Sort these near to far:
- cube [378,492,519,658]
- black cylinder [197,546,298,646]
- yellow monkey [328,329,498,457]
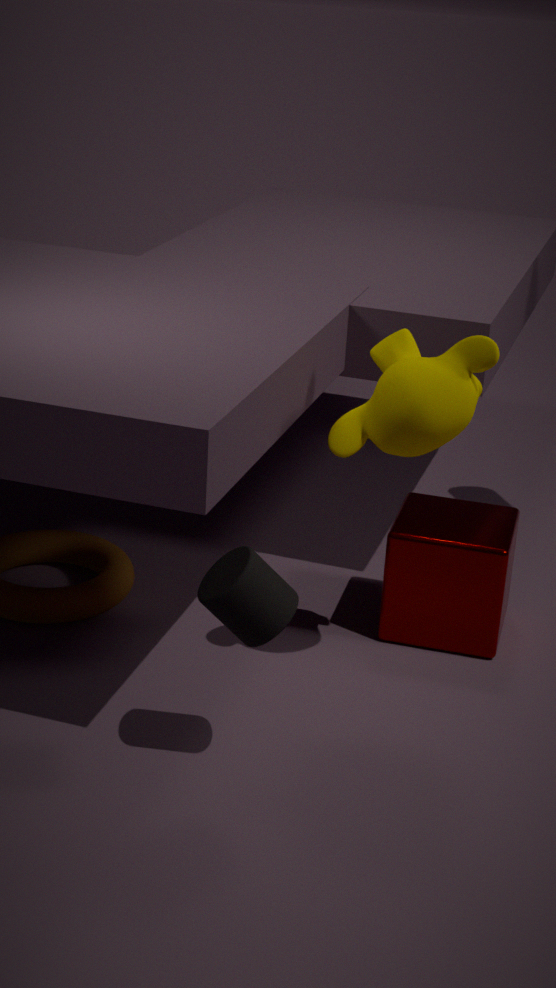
black cylinder [197,546,298,646]
yellow monkey [328,329,498,457]
cube [378,492,519,658]
